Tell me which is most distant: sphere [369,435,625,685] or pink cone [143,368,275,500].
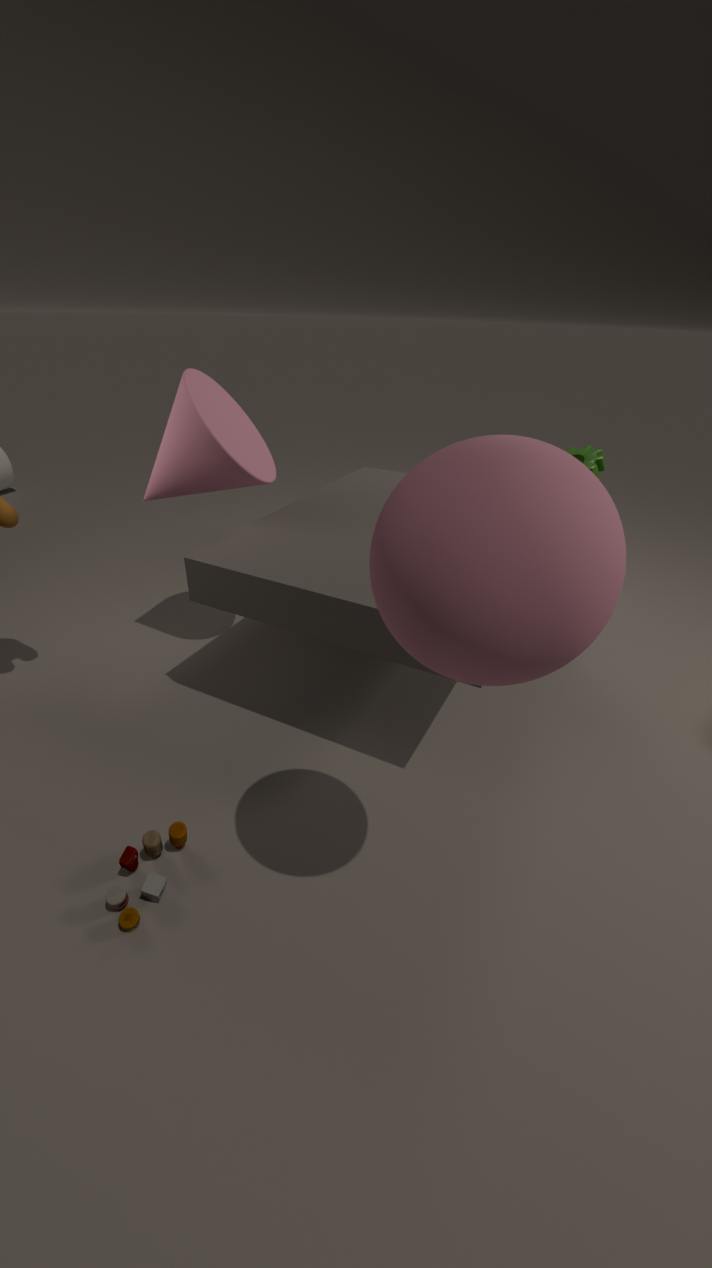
pink cone [143,368,275,500]
